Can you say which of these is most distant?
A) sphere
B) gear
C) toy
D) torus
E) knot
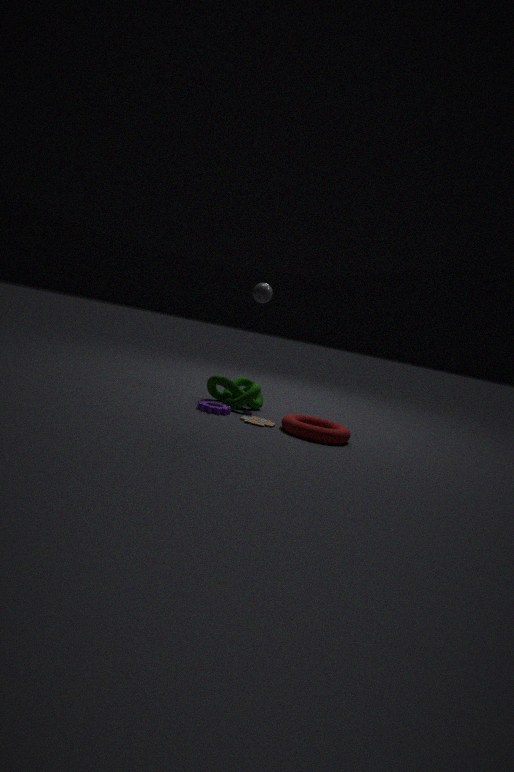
sphere
